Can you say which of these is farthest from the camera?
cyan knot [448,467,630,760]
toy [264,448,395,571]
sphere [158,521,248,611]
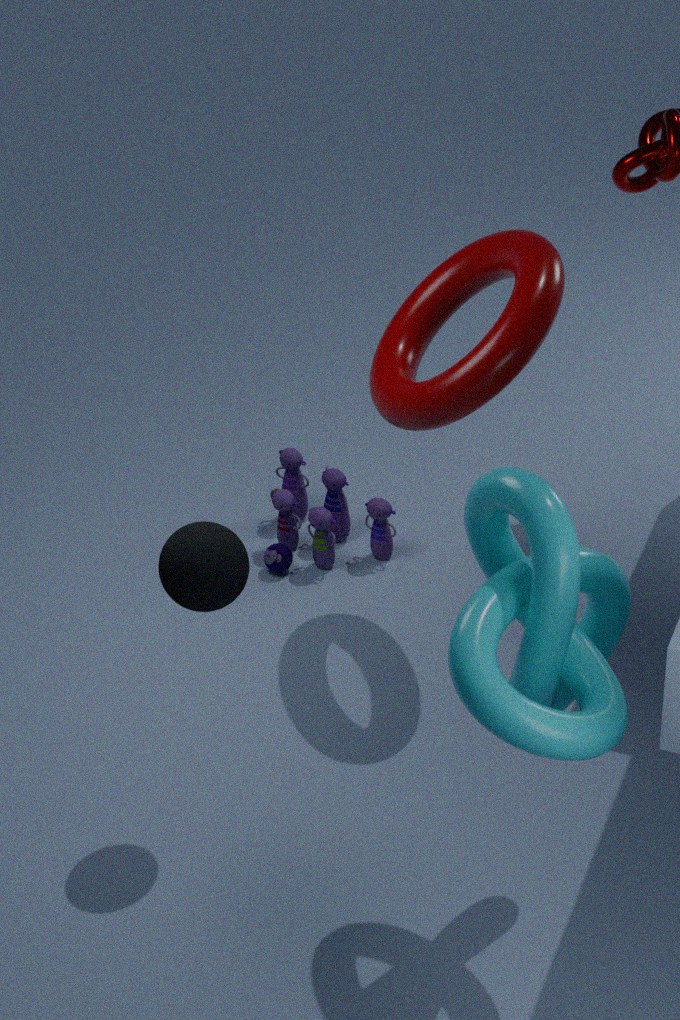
toy [264,448,395,571]
